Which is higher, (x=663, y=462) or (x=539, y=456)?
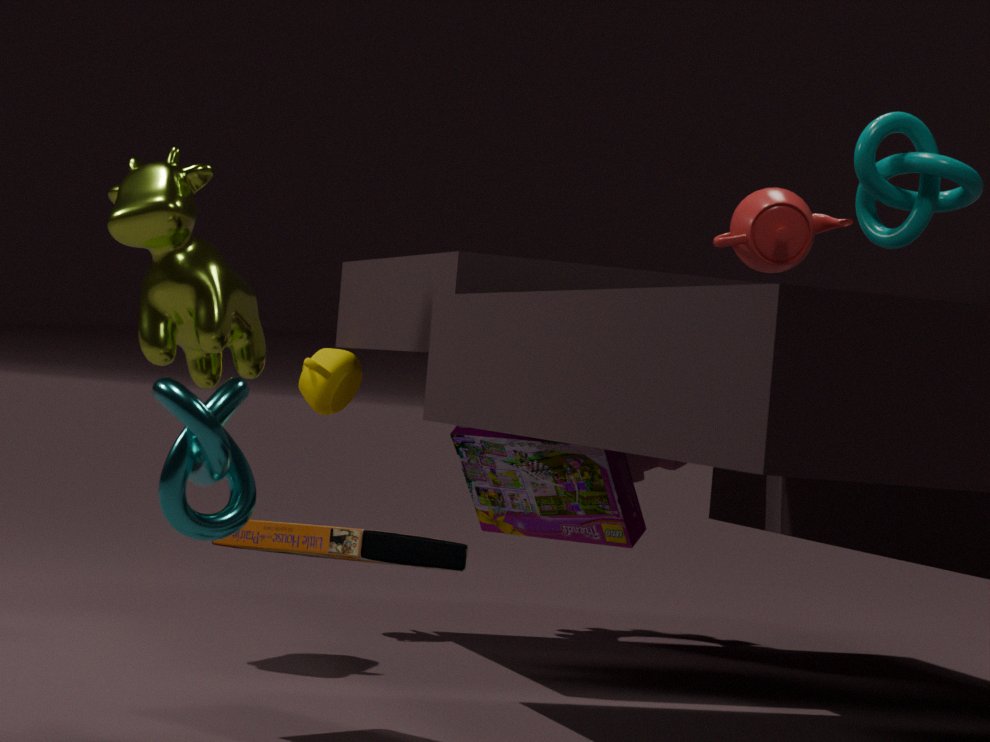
(x=663, y=462)
